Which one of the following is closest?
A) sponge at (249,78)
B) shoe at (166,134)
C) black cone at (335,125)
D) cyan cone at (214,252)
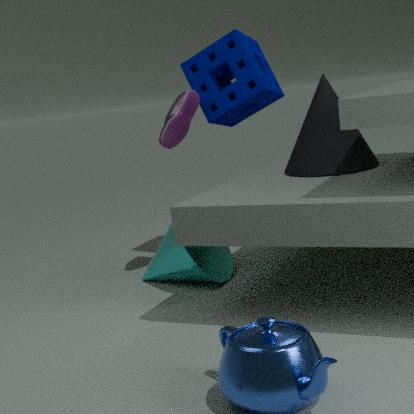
black cone at (335,125)
